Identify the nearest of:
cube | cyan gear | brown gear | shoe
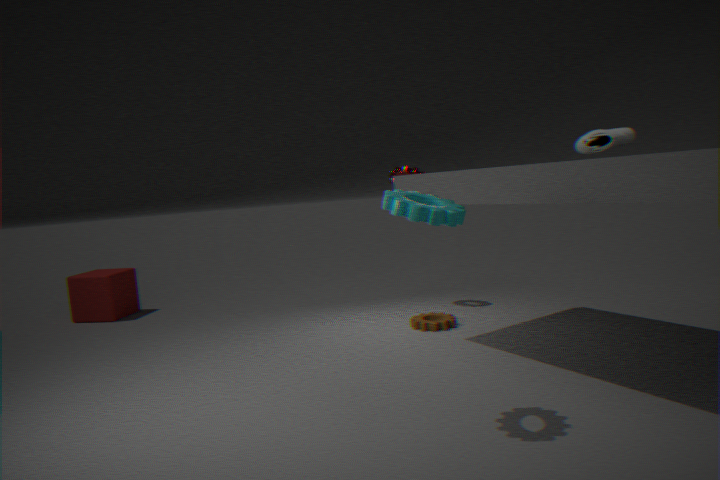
cyan gear
